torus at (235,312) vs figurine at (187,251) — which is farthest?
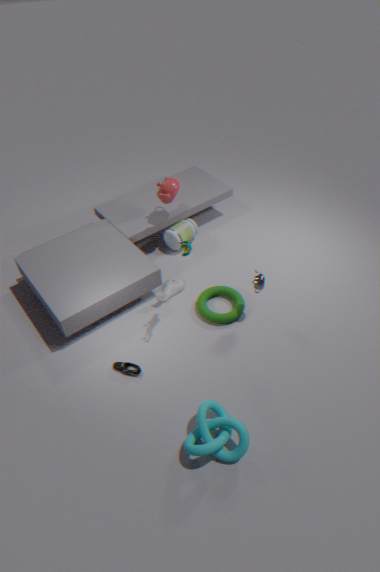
torus at (235,312)
